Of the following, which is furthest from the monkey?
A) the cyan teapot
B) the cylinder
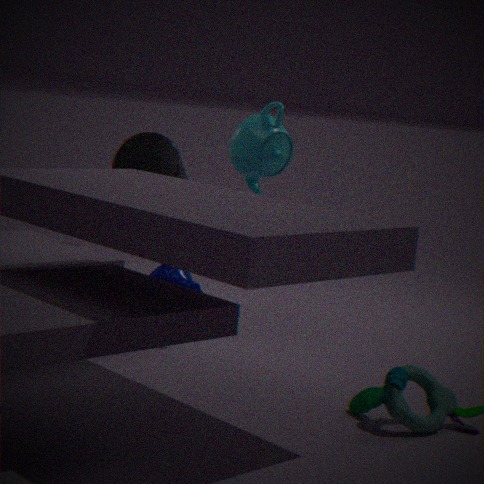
the cyan teapot
